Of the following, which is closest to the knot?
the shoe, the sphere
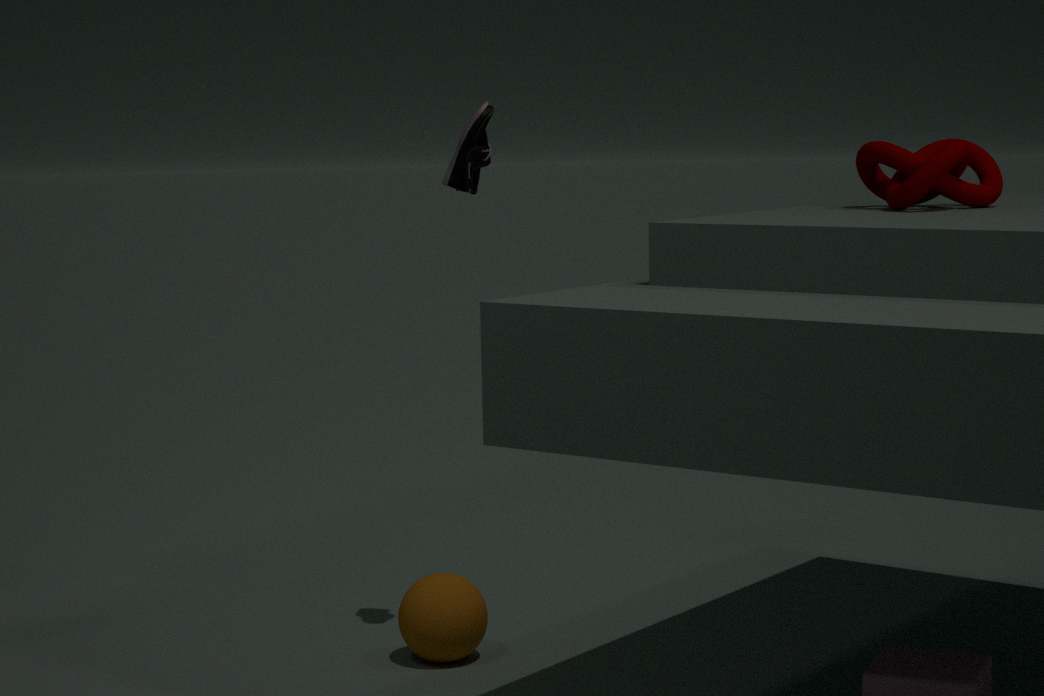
the shoe
